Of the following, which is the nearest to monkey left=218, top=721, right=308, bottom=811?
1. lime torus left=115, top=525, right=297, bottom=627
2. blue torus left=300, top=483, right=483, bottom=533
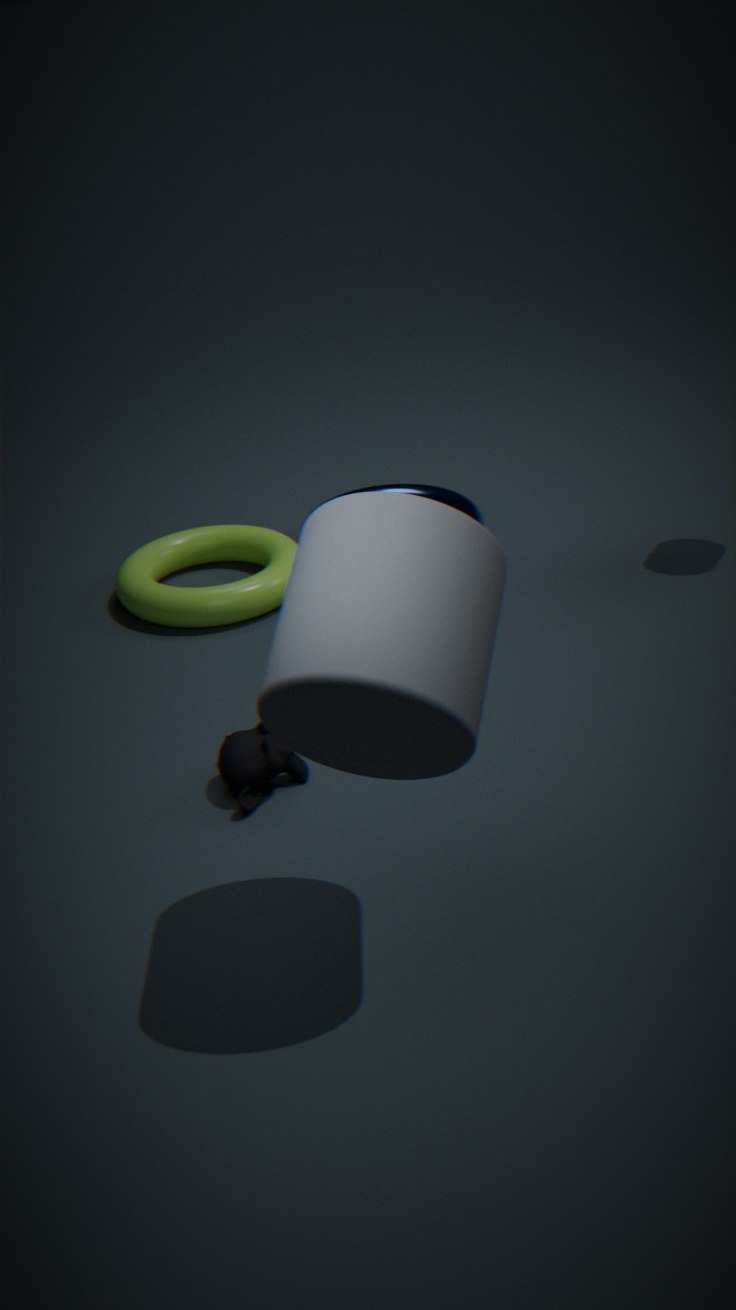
lime torus left=115, top=525, right=297, bottom=627
